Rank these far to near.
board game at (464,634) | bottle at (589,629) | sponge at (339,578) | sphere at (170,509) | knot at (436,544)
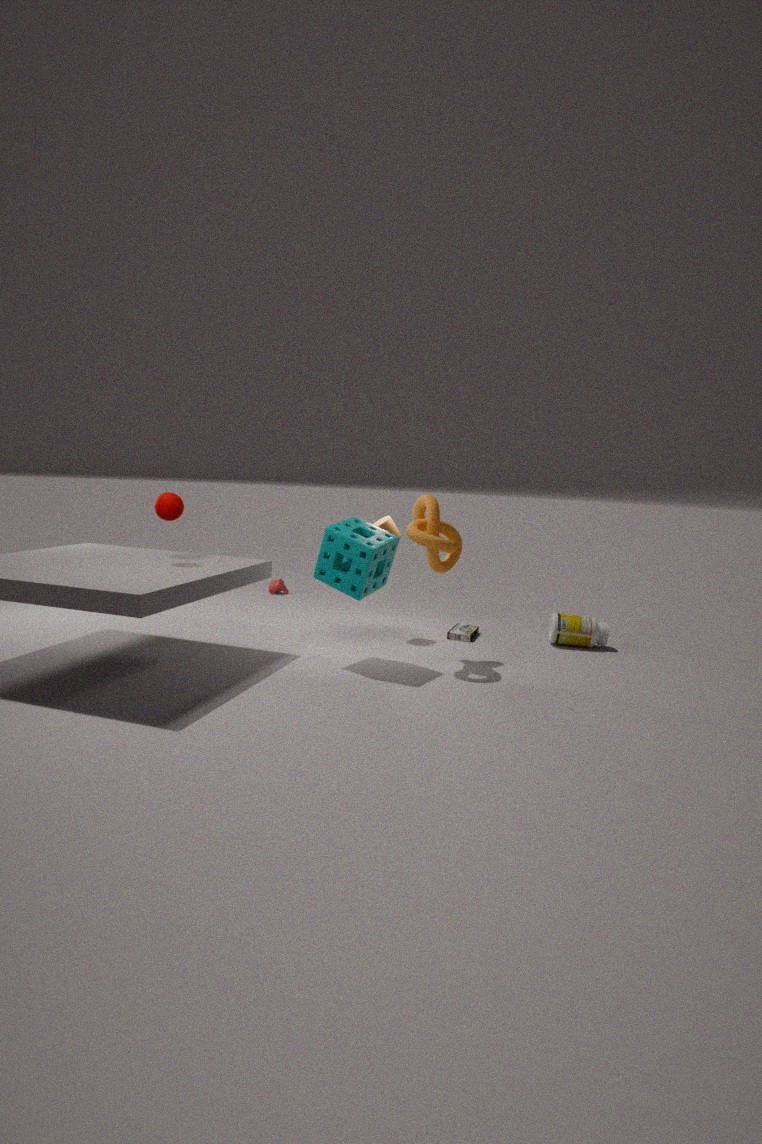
board game at (464,634) → bottle at (589,629) → knot at (436,544) → sphere at (170,509) → sponge at (339,578)
